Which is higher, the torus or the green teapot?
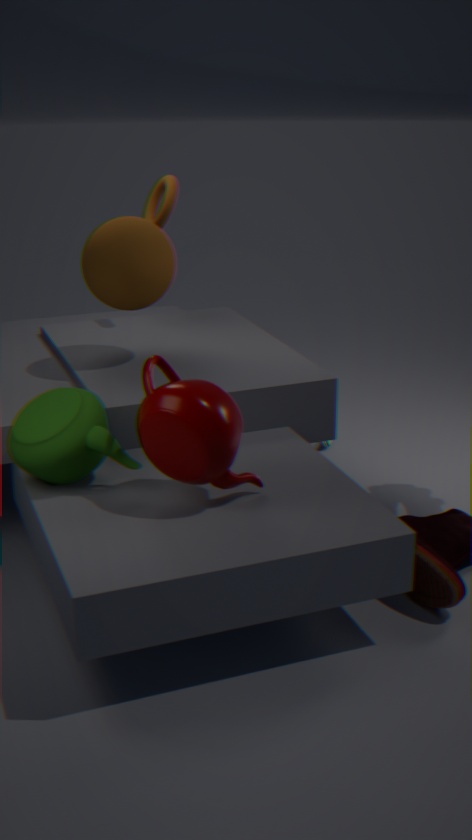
the torus
